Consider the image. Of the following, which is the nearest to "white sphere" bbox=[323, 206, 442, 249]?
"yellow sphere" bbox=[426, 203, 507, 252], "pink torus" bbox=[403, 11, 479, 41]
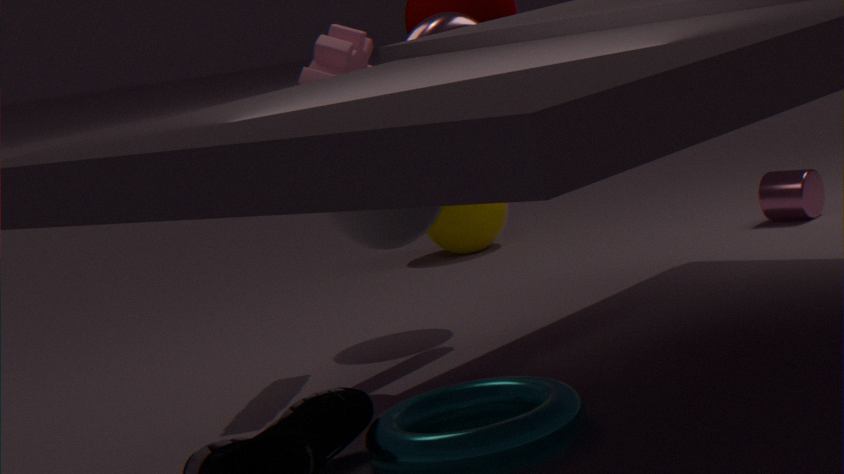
"pink torus" bbox=[403, 11, 479, 41]
